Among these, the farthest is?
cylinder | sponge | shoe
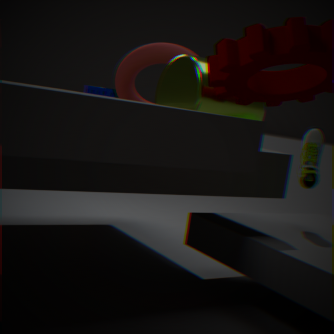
sponge
